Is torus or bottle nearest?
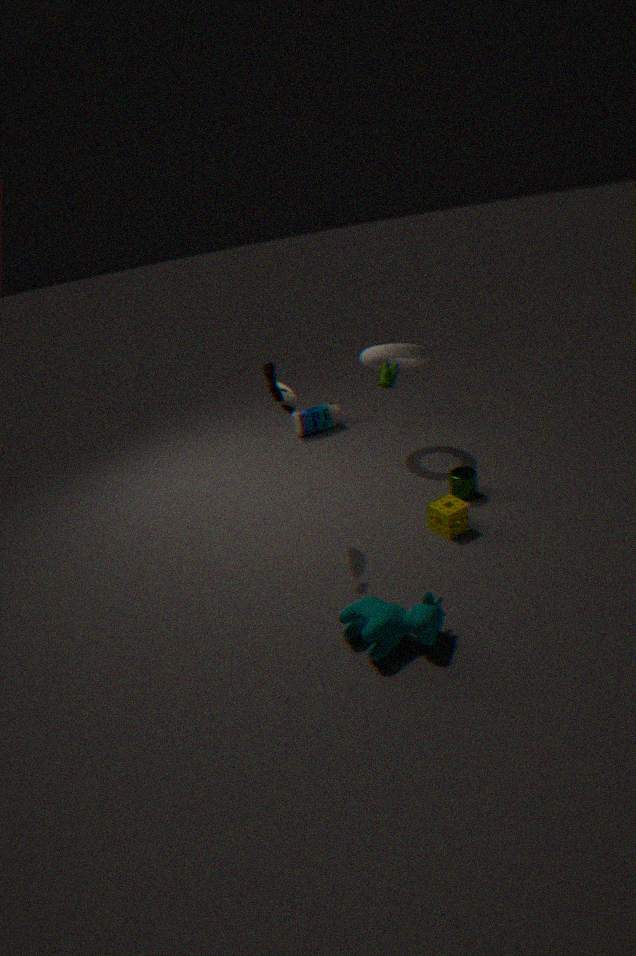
torus
